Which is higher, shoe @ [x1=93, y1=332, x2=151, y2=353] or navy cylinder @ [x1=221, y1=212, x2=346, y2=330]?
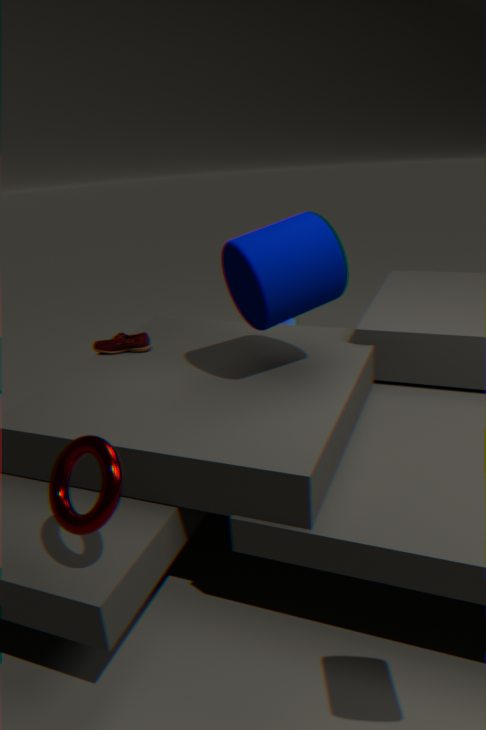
navy cylinder @ [x1=221, y1=212, x2=346, y2=330]
